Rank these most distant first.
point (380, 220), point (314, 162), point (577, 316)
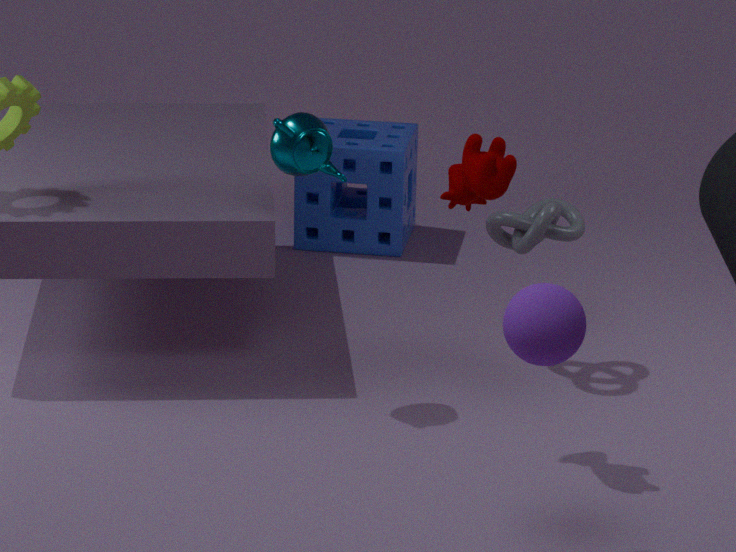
point (380, 220)
point (314, 162)
point (577, 316)
